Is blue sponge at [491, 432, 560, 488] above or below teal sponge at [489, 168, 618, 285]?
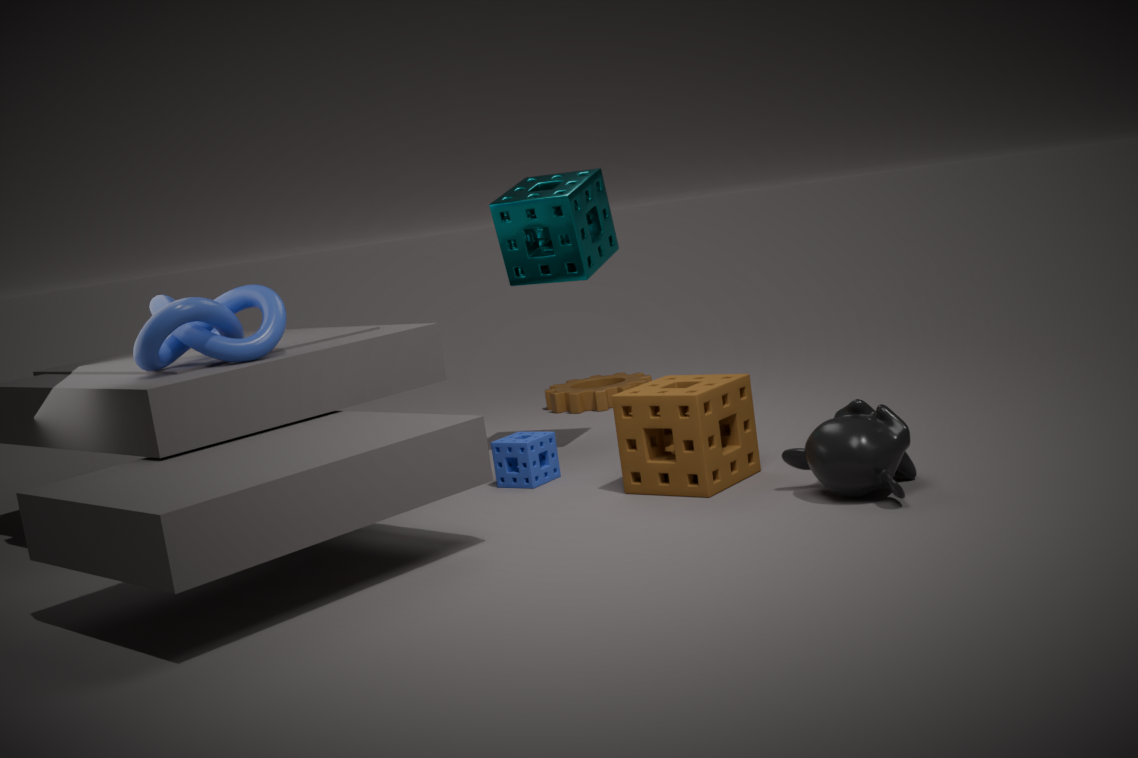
below
